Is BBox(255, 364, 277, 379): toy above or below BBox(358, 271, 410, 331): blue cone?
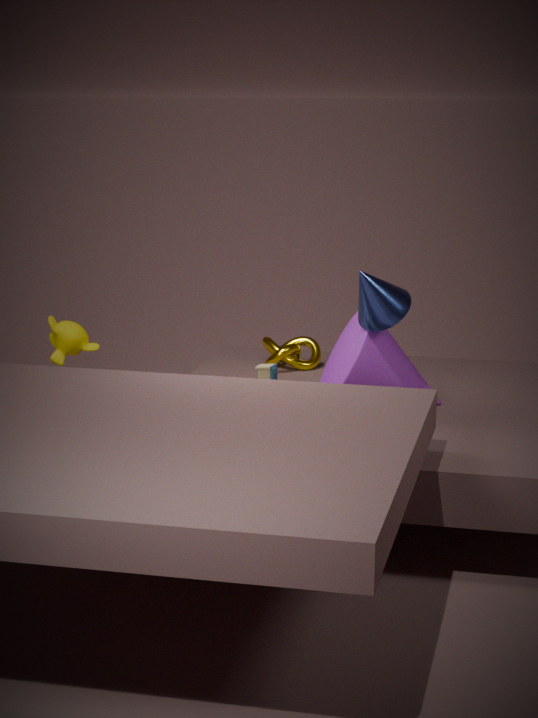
below
